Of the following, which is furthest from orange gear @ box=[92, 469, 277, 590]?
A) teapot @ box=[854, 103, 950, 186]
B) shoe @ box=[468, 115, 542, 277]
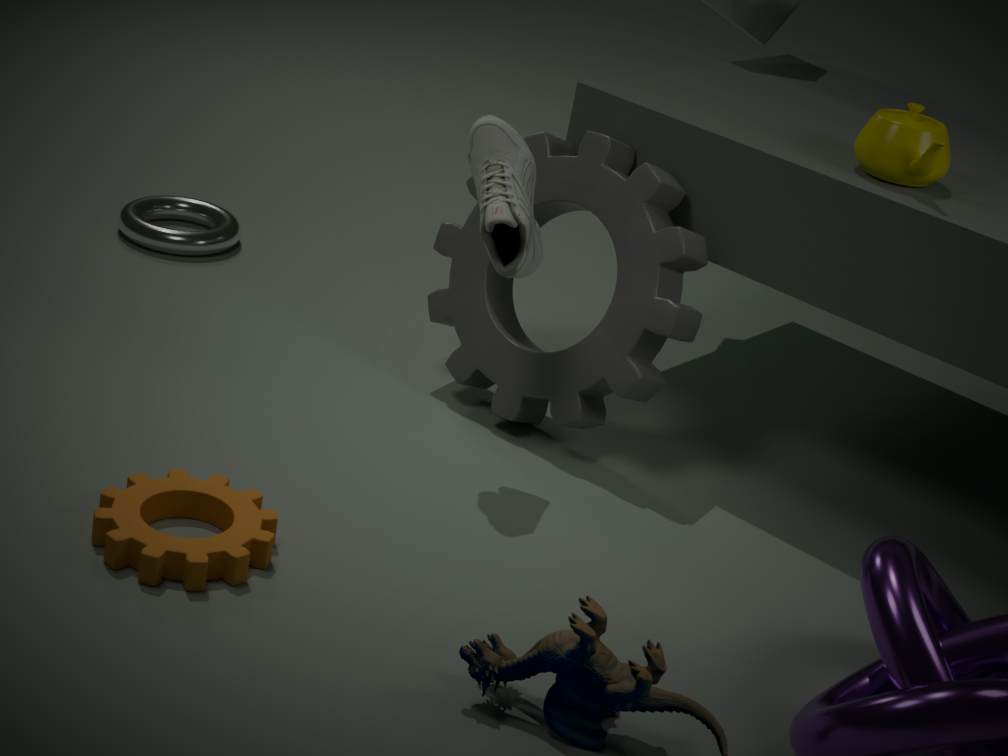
teapot @ box=[854, 103, 950, 186]
